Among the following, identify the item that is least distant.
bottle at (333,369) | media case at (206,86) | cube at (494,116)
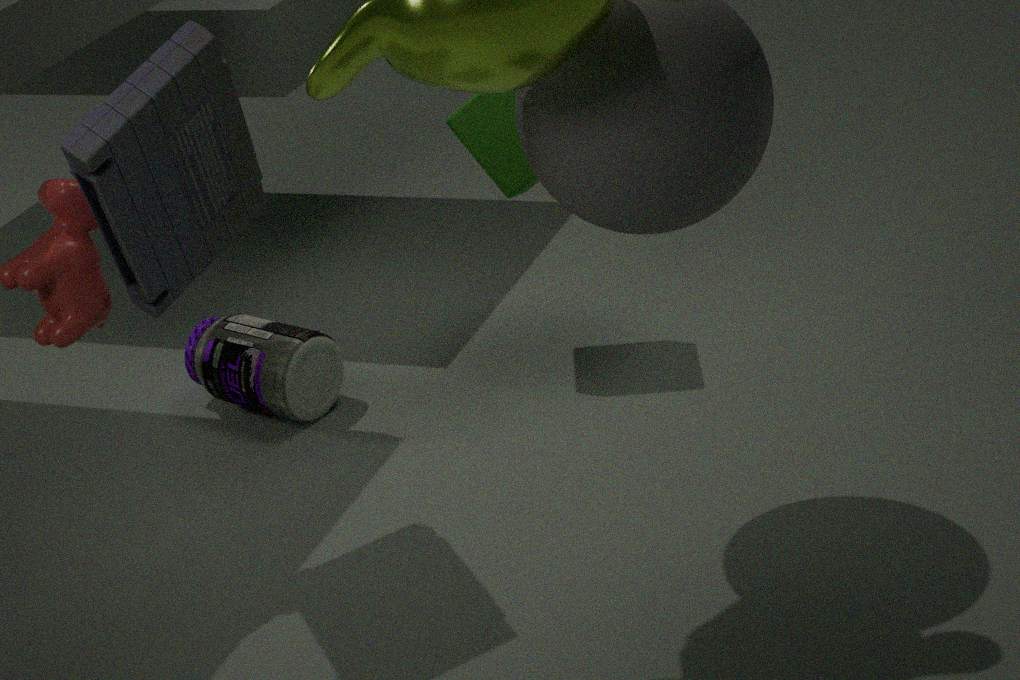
media case at (206,86)
